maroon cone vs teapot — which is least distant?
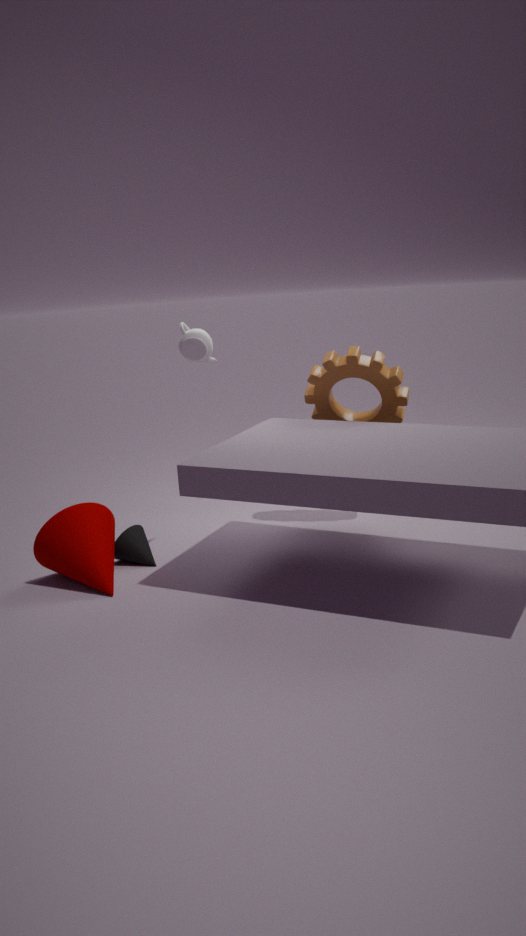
maroon cone
